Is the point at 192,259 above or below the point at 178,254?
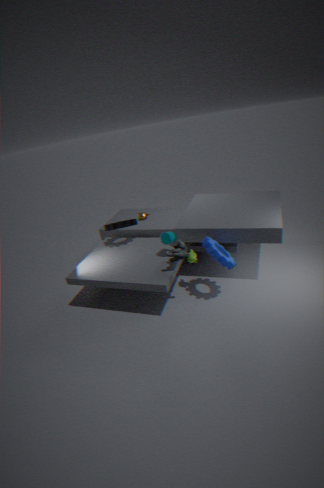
below
